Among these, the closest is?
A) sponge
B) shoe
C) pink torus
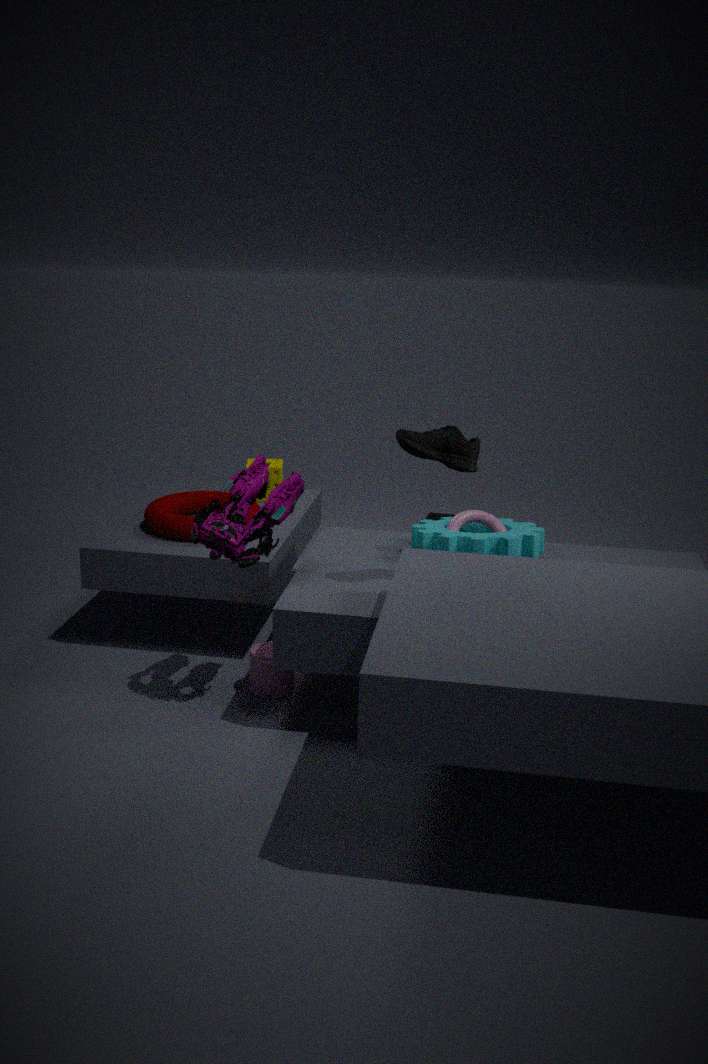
shoe
